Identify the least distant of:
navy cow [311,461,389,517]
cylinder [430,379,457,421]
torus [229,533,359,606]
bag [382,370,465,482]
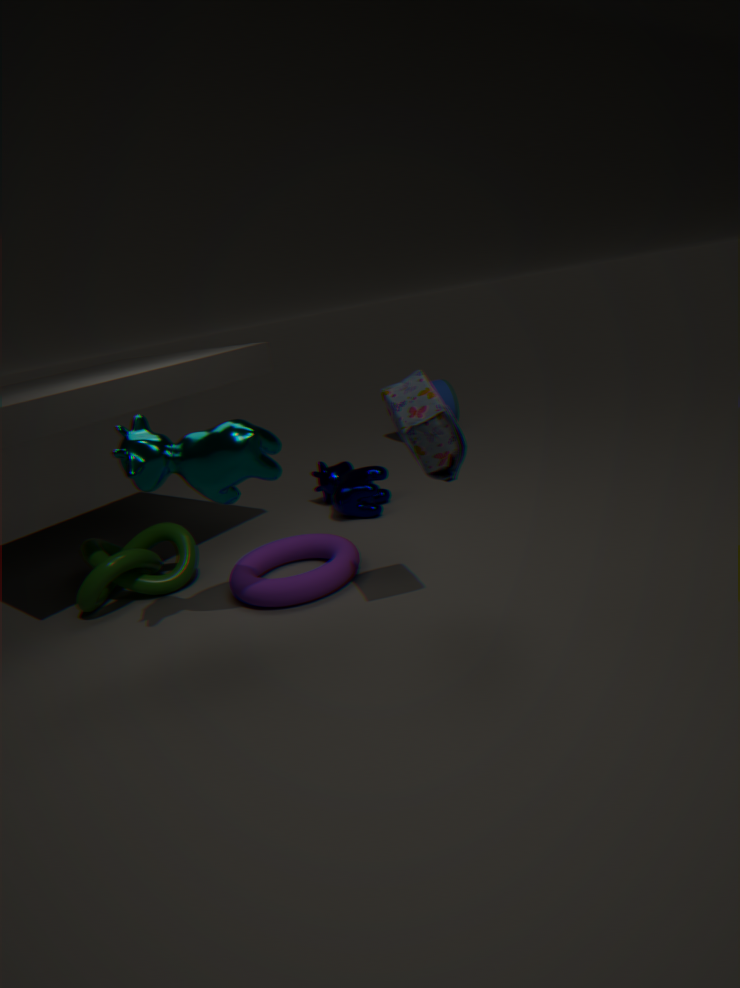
bag [382,370,465,482]
